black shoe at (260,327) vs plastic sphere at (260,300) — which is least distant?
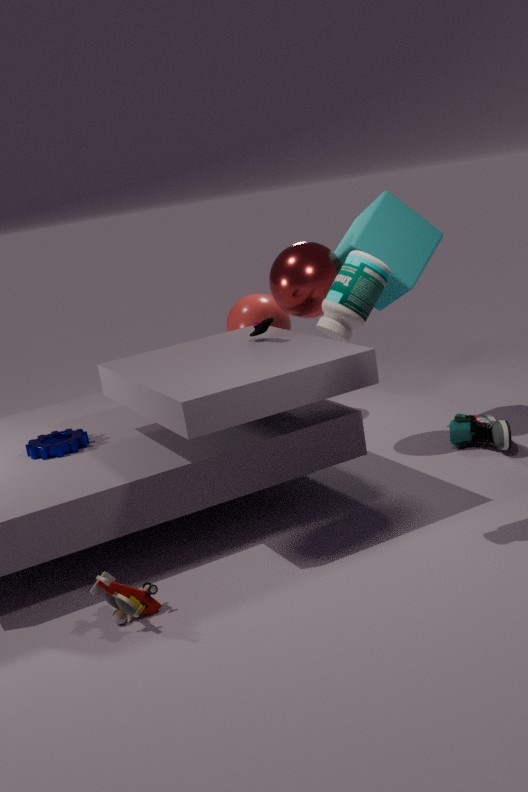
black shoe at (260,327)
